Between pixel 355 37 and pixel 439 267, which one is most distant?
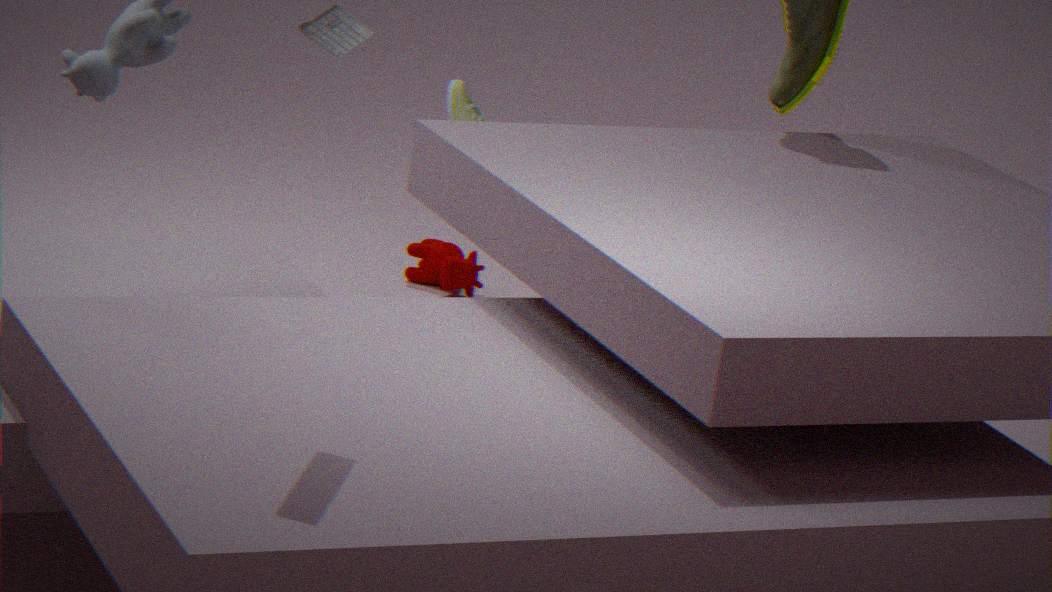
pixel 439 267
